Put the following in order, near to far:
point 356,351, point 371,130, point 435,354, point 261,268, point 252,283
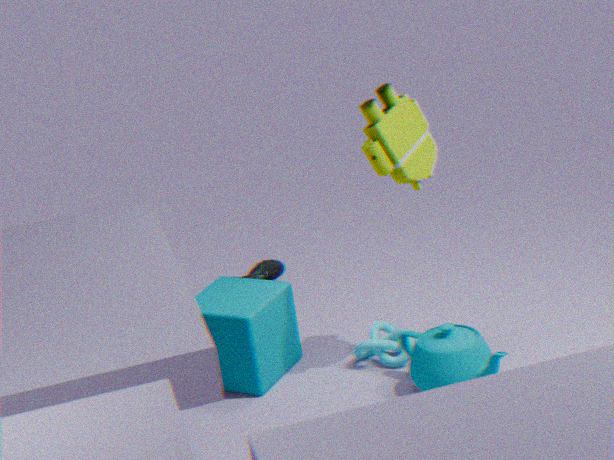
1. point 435,354
2. point 371,130
3. point 356,351
4. point 252,283
5. point 261,268
